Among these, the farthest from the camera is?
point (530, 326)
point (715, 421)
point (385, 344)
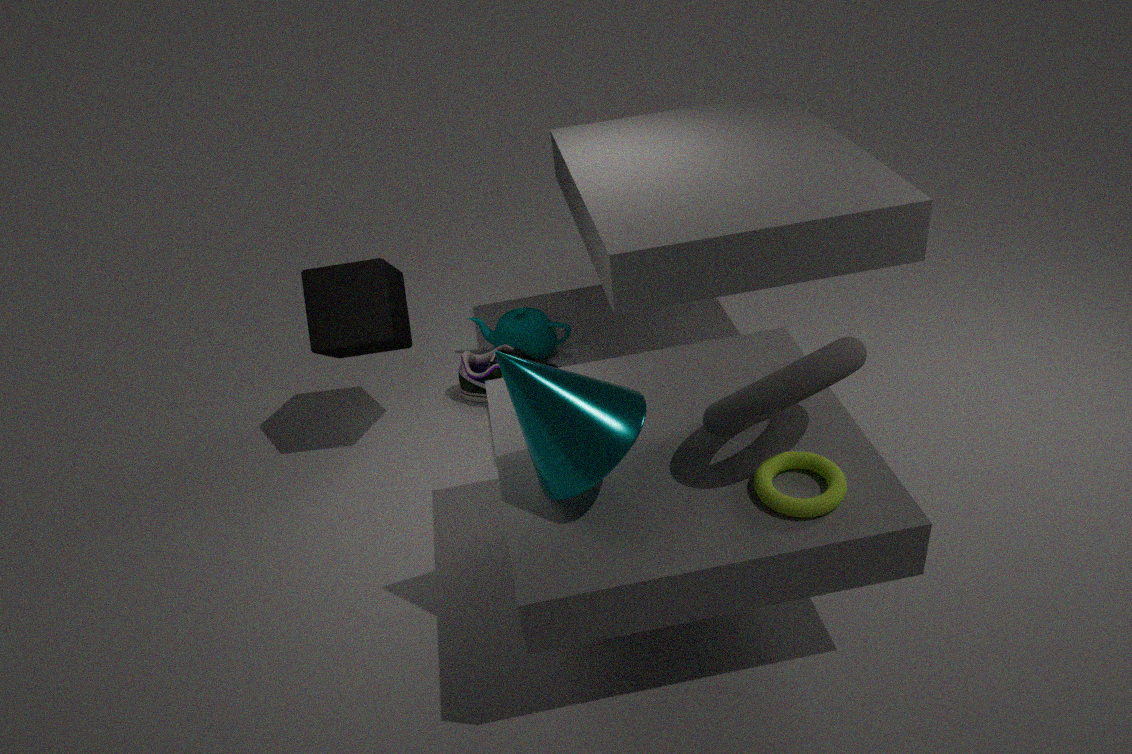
point (530, 326)
